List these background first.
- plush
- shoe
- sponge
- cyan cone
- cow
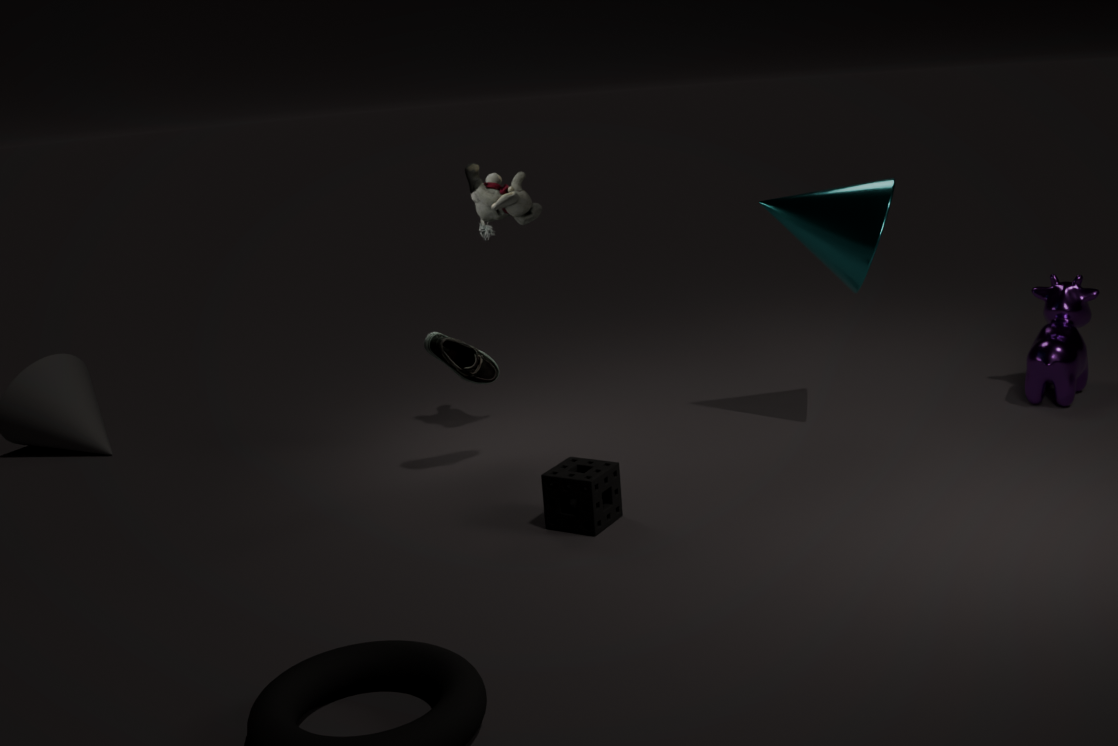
1. cow
2. plush
3. cyan cone
4. shoe
5. sponge
